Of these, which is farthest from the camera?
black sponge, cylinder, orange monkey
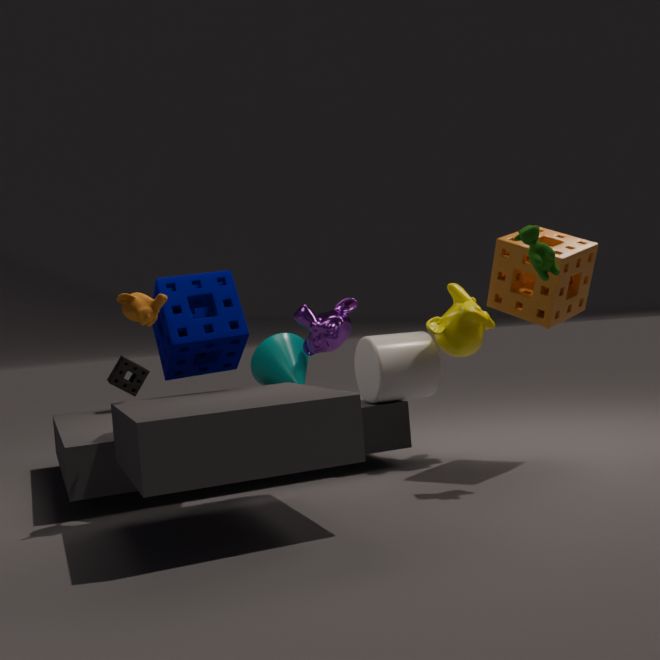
black sponge
